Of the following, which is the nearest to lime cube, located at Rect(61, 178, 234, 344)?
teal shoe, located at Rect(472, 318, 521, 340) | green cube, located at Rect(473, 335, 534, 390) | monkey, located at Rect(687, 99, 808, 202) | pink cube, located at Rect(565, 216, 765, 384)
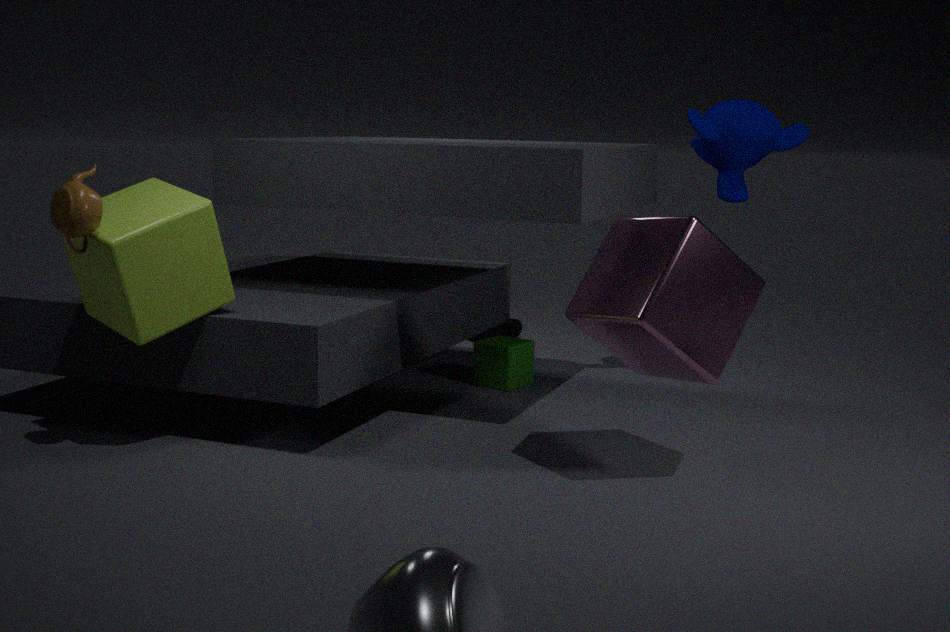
pink cube, located at Rect(565, 216, 765, 384)
